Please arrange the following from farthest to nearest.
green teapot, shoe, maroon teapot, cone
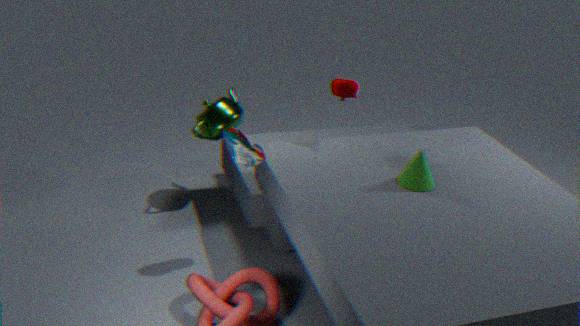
green teapot → maroon teapot → cone → shoe
